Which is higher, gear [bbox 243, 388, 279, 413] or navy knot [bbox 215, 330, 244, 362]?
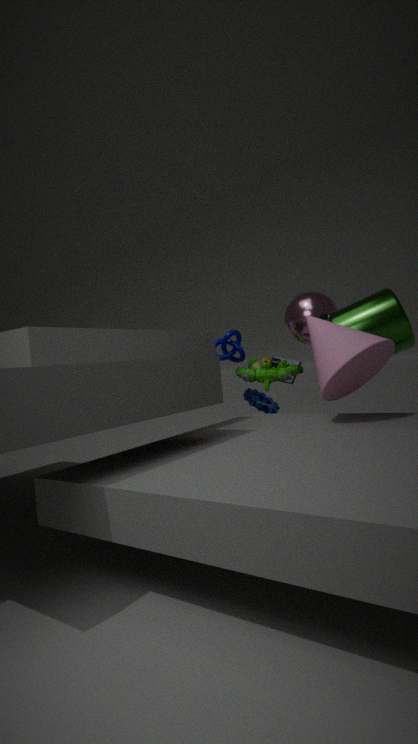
navy knot [bbox 215, 330, 244, 362]
